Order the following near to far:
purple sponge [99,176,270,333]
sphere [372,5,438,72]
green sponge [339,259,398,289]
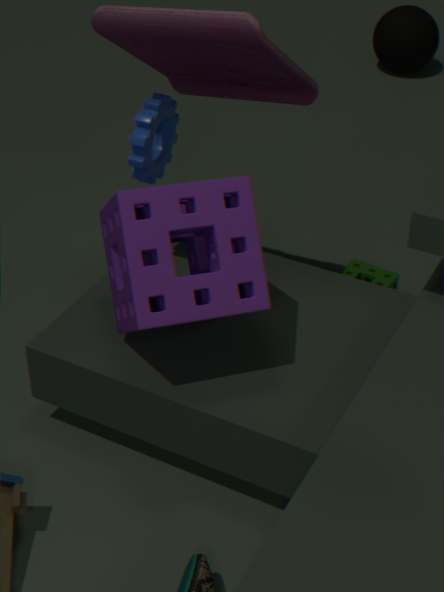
purple sponge [99,176,270,333], green sponge [339,259,398,289], sphere [372,5,438,72]
